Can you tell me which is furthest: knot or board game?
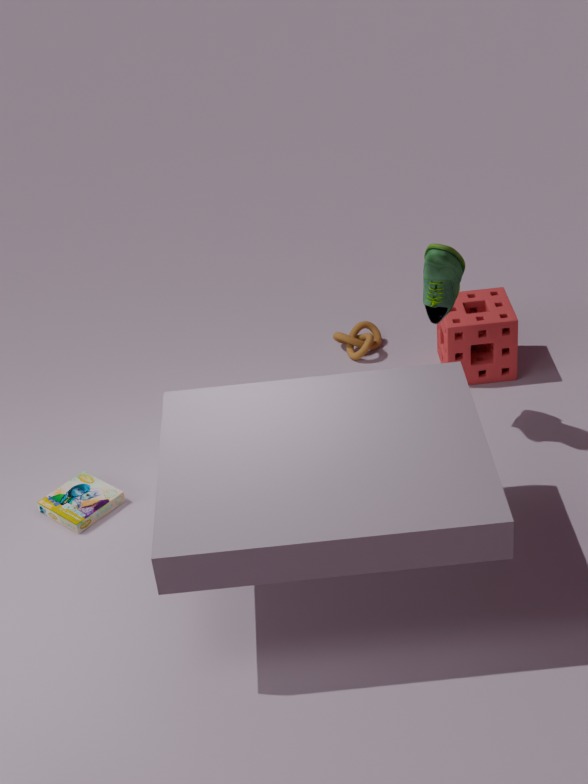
knot
